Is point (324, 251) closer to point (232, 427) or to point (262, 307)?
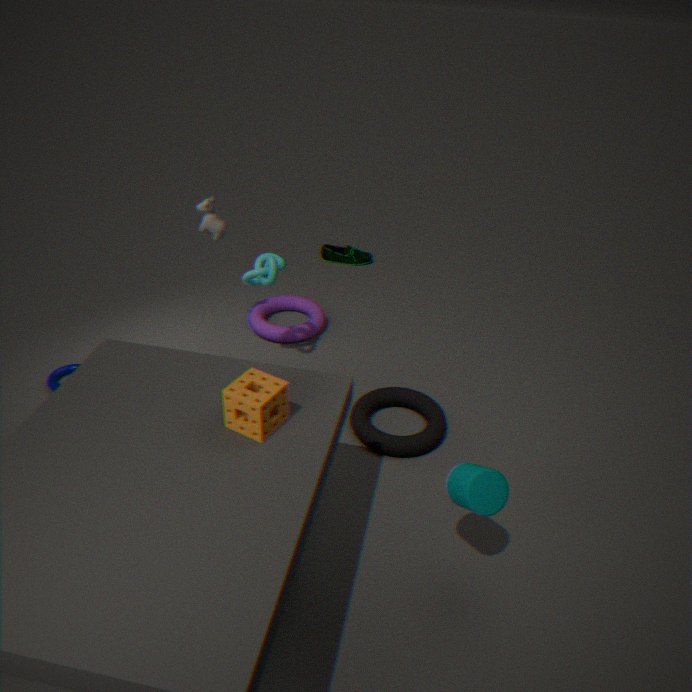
point (262, 307)
